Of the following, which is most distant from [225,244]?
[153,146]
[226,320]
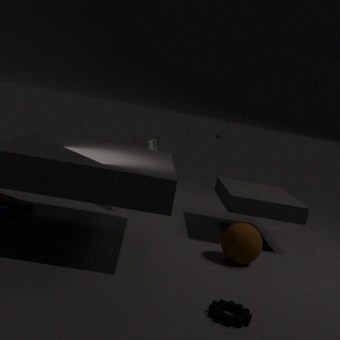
[153,146]
